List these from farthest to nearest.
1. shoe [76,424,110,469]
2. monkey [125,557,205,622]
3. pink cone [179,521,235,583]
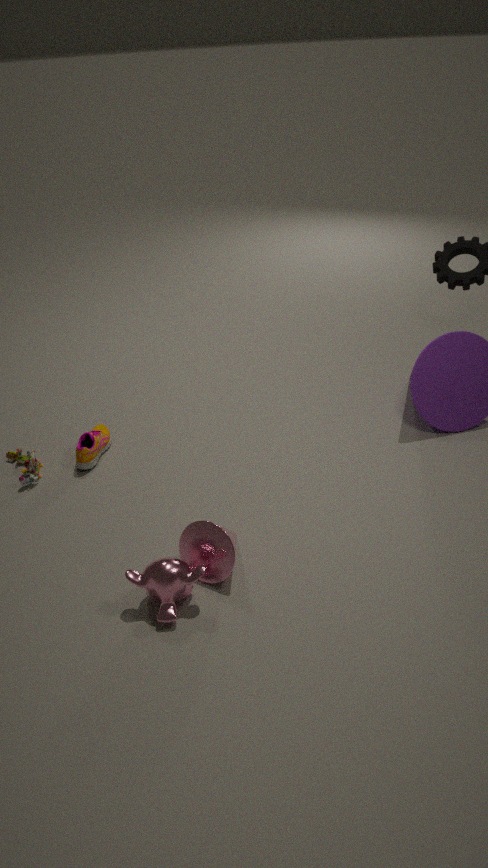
shoe [76,424,110,469] → pink cone [179,521,235,583] → monkey [125,557,205,622]
